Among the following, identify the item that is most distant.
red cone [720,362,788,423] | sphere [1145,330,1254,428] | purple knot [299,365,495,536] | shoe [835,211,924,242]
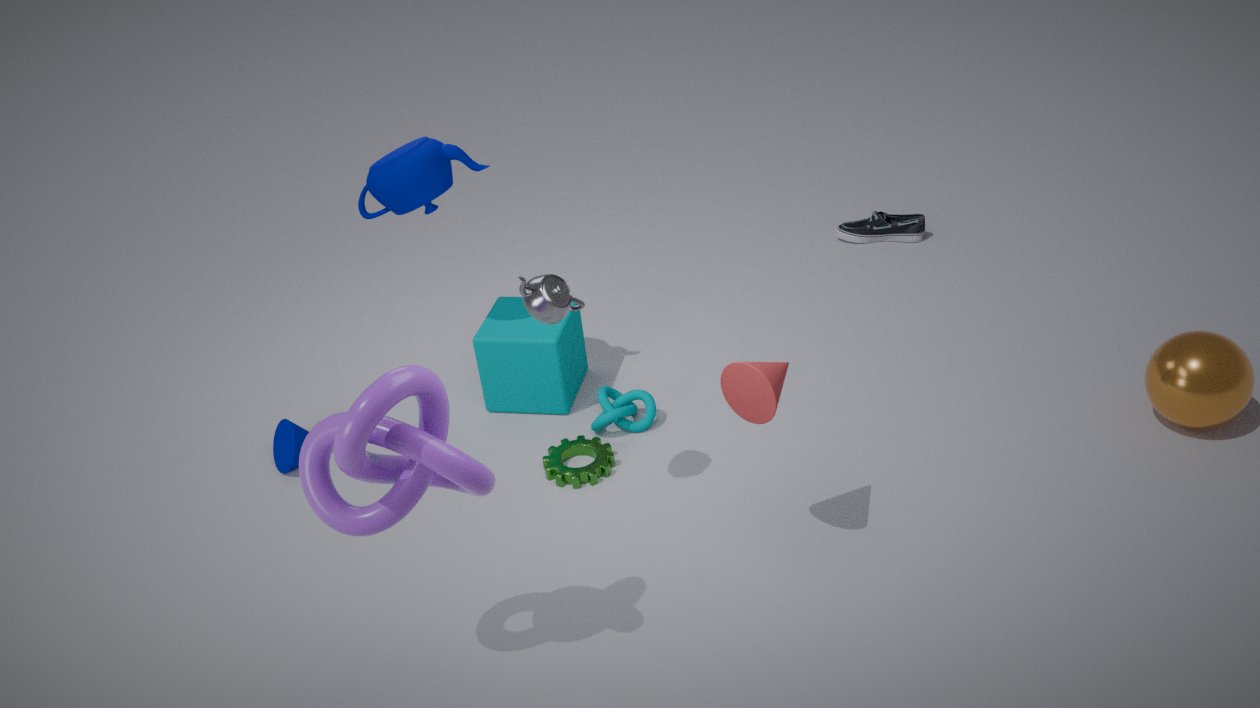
shoe [835,211,924,242]
